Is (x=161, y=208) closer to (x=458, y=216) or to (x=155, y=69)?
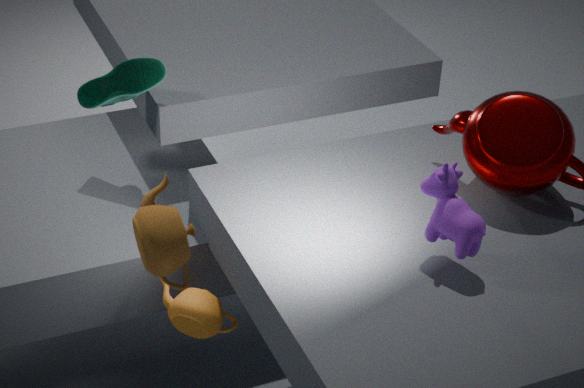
(x=458, y=216)
